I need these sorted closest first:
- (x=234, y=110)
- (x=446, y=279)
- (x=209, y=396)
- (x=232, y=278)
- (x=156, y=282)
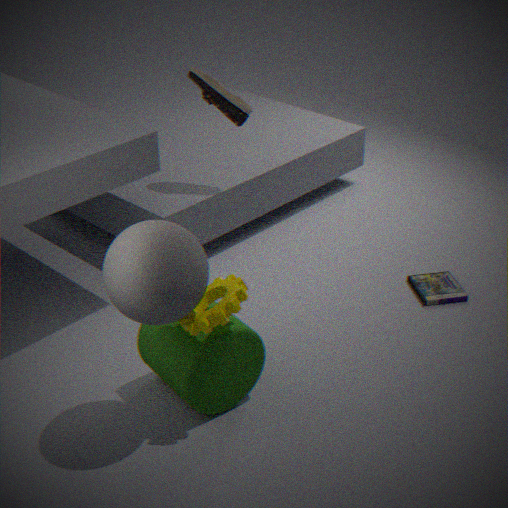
(x=156, y=282) → (x=232, y=278) → (x=209, y=396) → (x=234, y=110) → (x=446, y=279)
